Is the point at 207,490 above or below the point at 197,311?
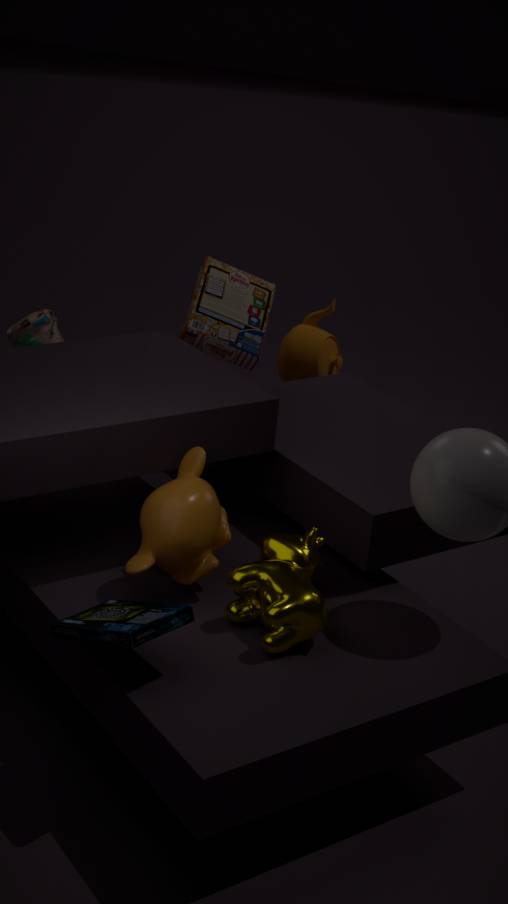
below
